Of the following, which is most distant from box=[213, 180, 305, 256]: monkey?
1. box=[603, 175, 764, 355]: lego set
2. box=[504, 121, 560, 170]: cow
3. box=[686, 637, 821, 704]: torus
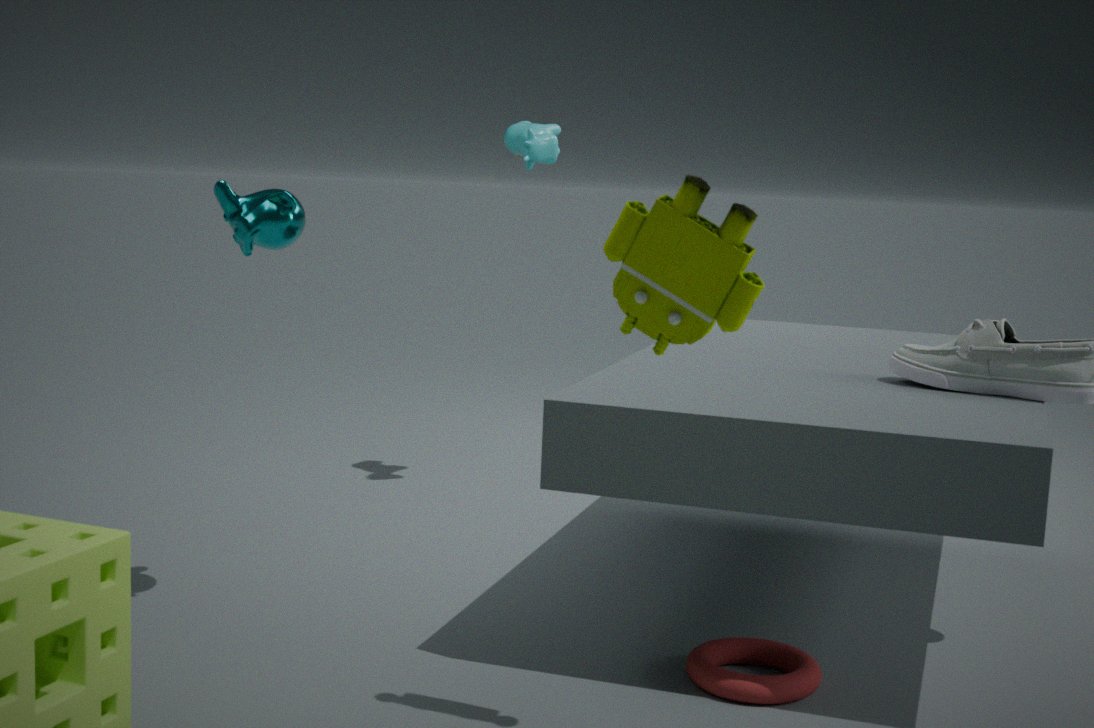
box=[686, 637, 821, 704]: torus
